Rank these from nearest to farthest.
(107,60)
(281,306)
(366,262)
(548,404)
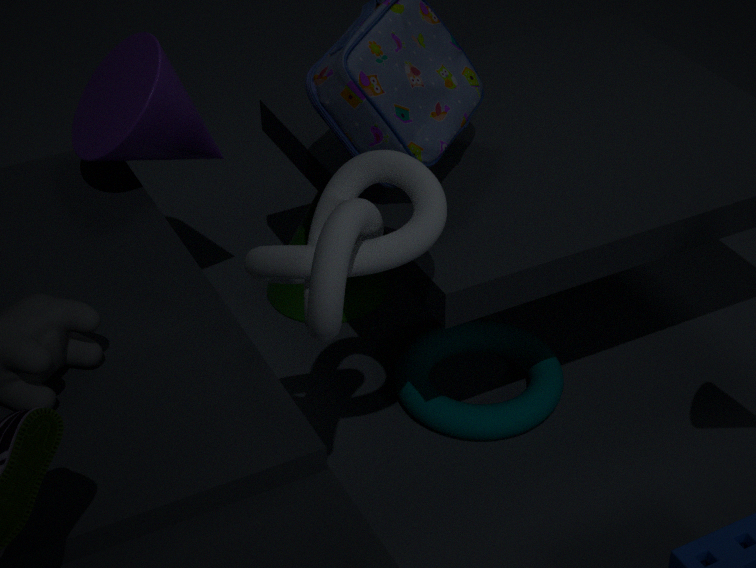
1. (366,262)
2. (548,404)
3. (107,60)
4. (281,306)
